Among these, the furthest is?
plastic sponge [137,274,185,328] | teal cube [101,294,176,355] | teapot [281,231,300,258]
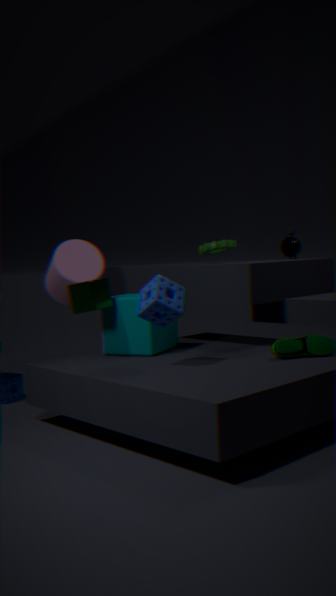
teapot [281,231,300,258]
